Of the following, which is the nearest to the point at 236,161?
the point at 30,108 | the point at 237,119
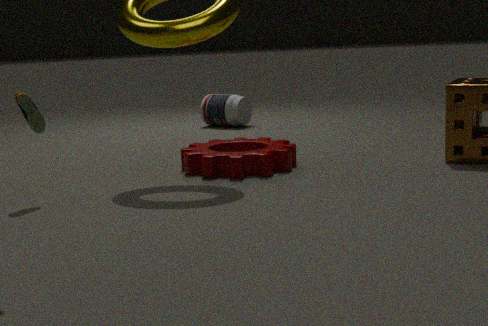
the point at 30,108
